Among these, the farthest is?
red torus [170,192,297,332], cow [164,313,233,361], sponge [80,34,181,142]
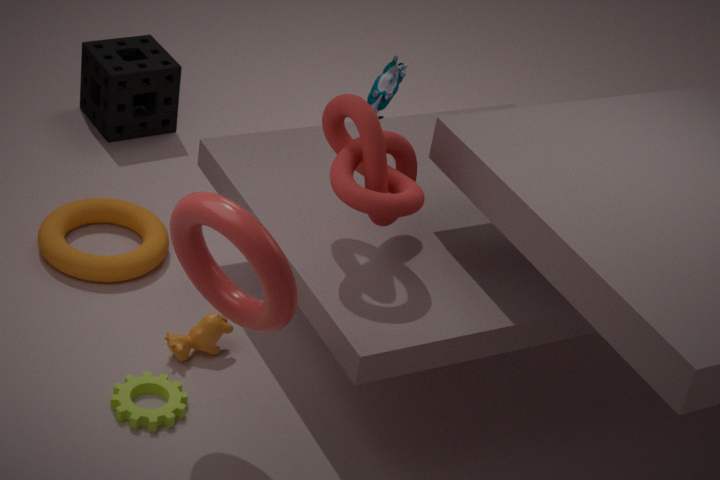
sponge [80,34,181,142]
